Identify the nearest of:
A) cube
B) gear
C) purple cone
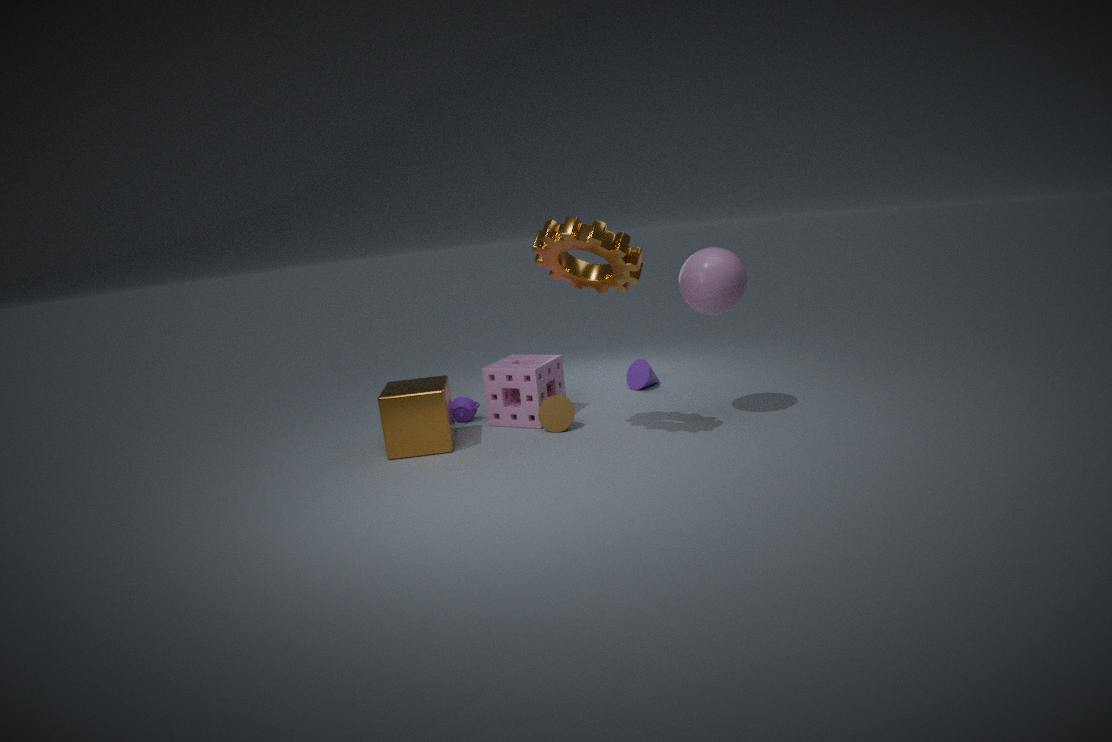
gear
